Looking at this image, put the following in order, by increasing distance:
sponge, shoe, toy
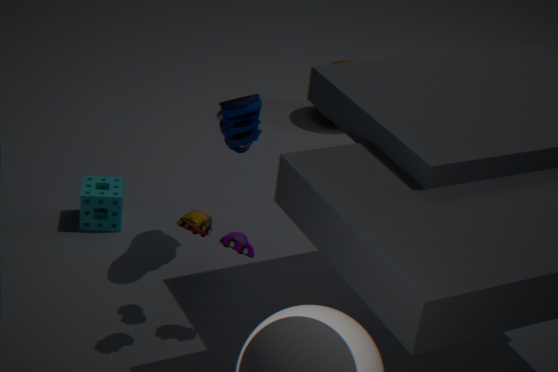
toy → shoe → sponge
